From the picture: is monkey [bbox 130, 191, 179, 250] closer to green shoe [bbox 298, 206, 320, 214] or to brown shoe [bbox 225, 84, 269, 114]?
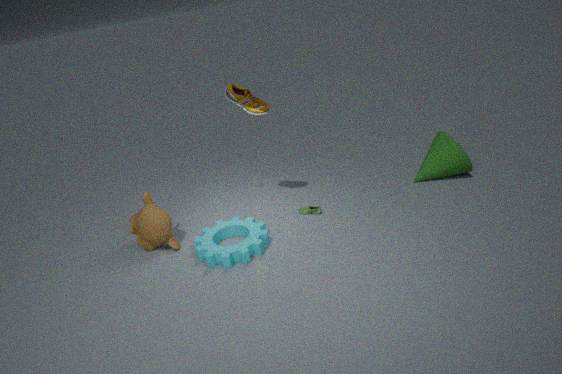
brown shoe [bbox 225, 84, 269, 114]
